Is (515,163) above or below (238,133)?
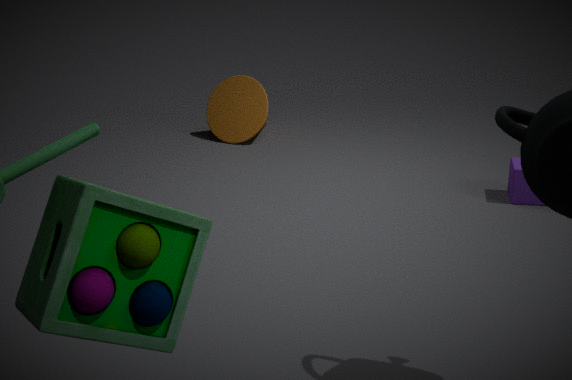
below
